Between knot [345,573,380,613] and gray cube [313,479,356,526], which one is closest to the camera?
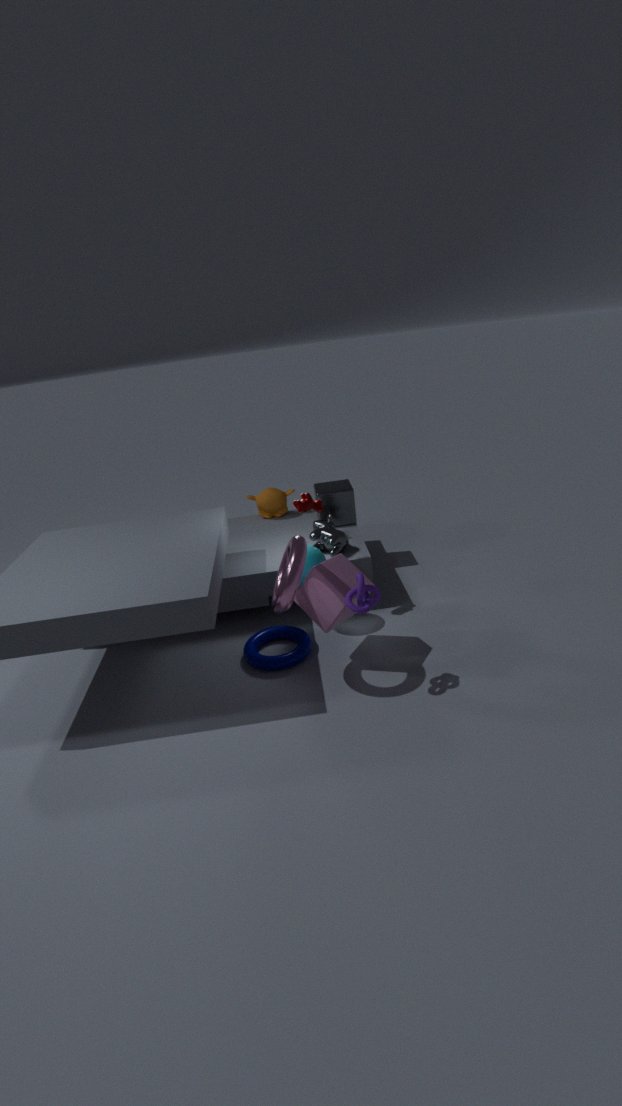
knot [345,573,380,613]
